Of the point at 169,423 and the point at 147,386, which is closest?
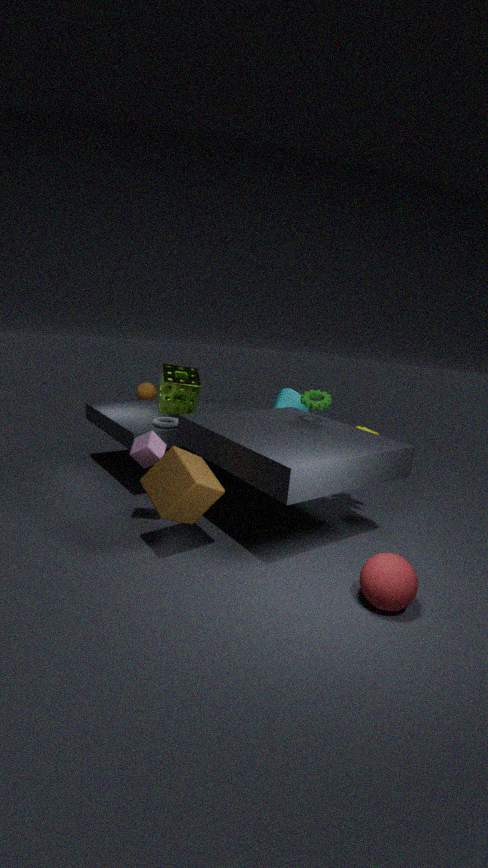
the point at 169,423
